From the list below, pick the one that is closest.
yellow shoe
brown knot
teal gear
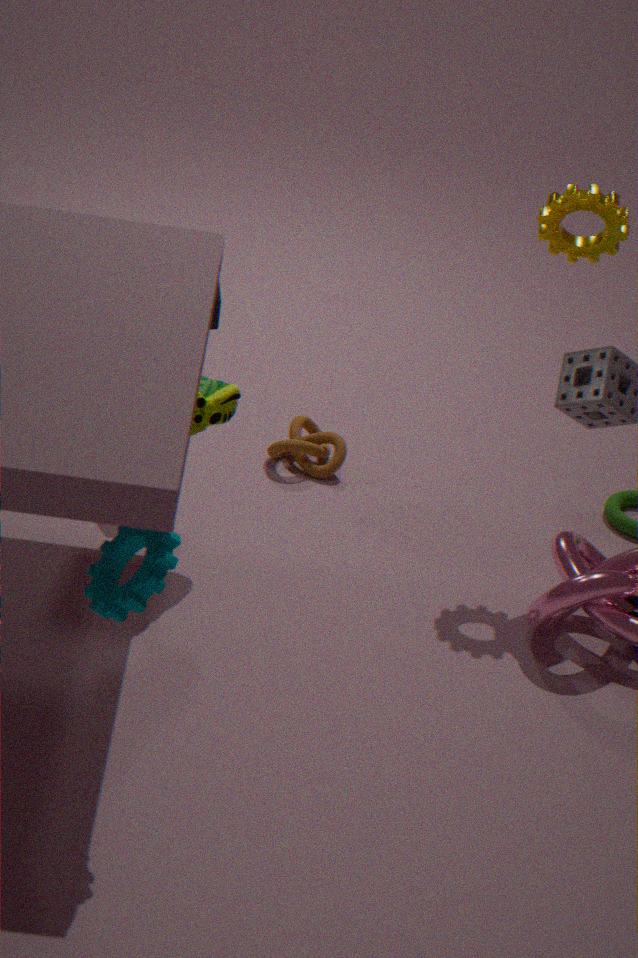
teal gear
